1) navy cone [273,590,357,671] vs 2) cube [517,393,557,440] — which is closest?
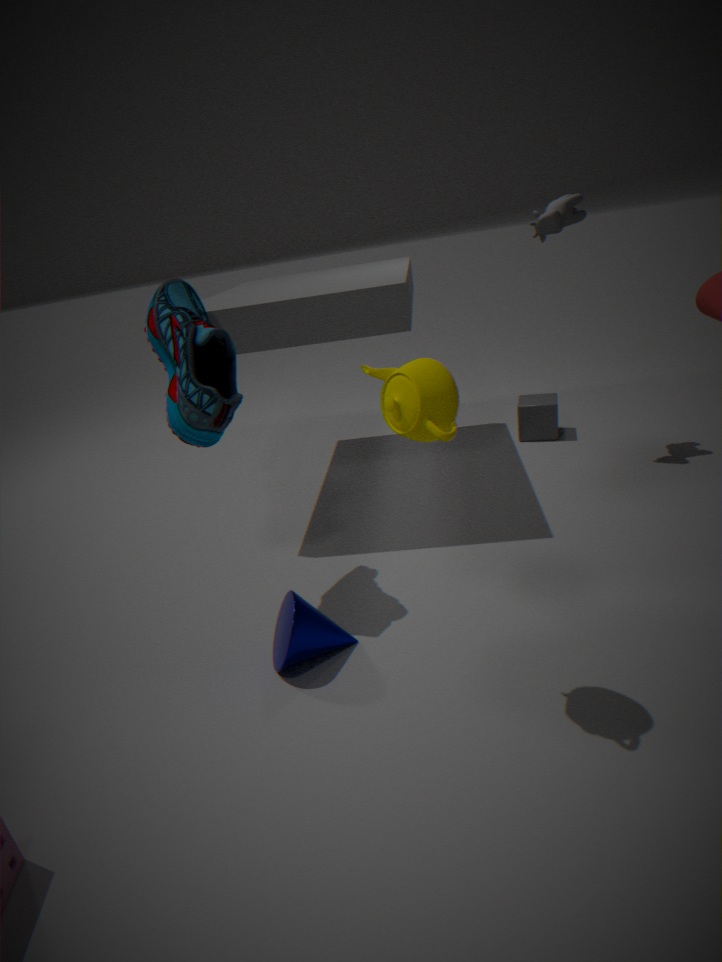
1. navy cone [273,590,357,671]
